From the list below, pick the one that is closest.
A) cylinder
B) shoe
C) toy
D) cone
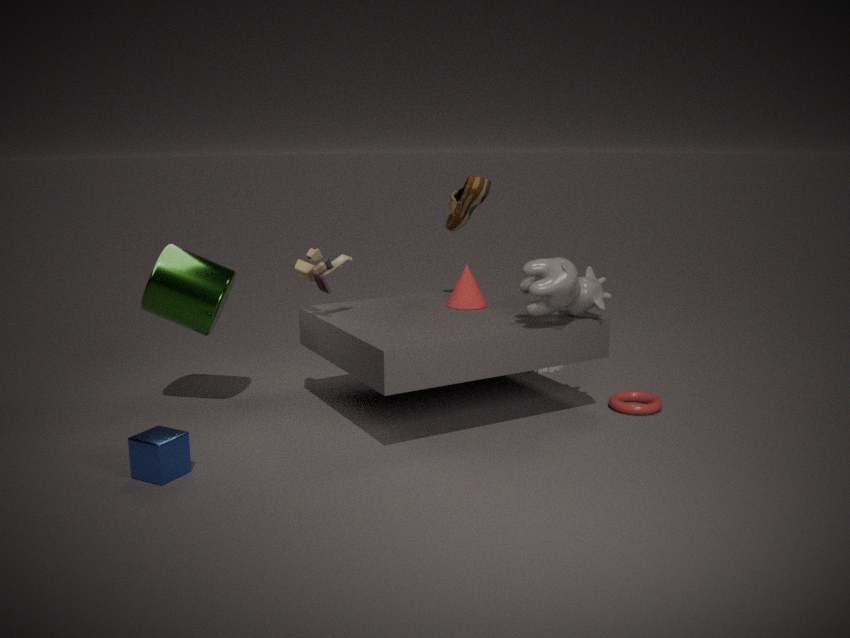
toy
